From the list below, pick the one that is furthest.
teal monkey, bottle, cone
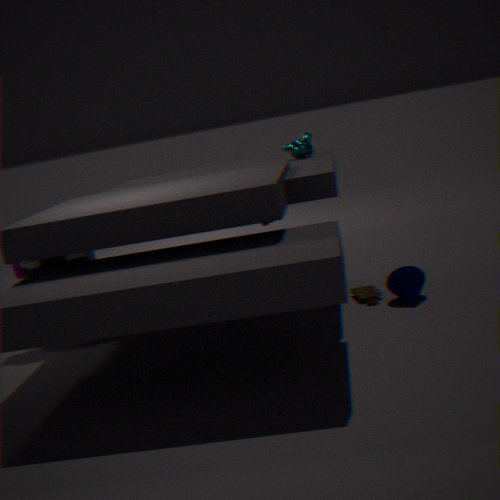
teal monkey
